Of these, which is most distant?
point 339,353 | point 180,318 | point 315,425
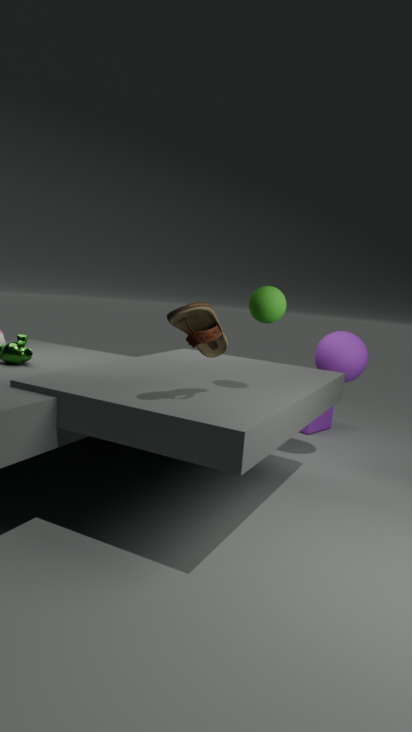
point 315,425
